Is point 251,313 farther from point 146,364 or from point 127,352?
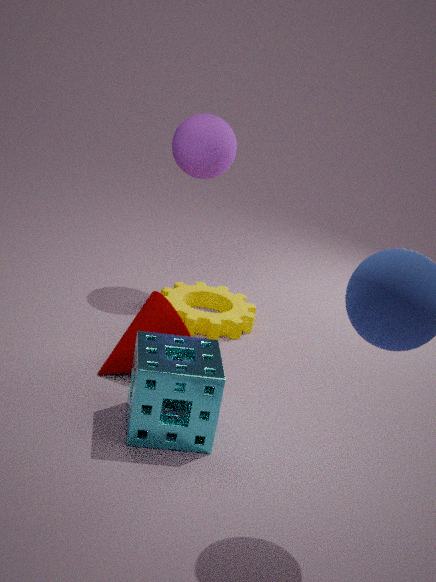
point 146,364
